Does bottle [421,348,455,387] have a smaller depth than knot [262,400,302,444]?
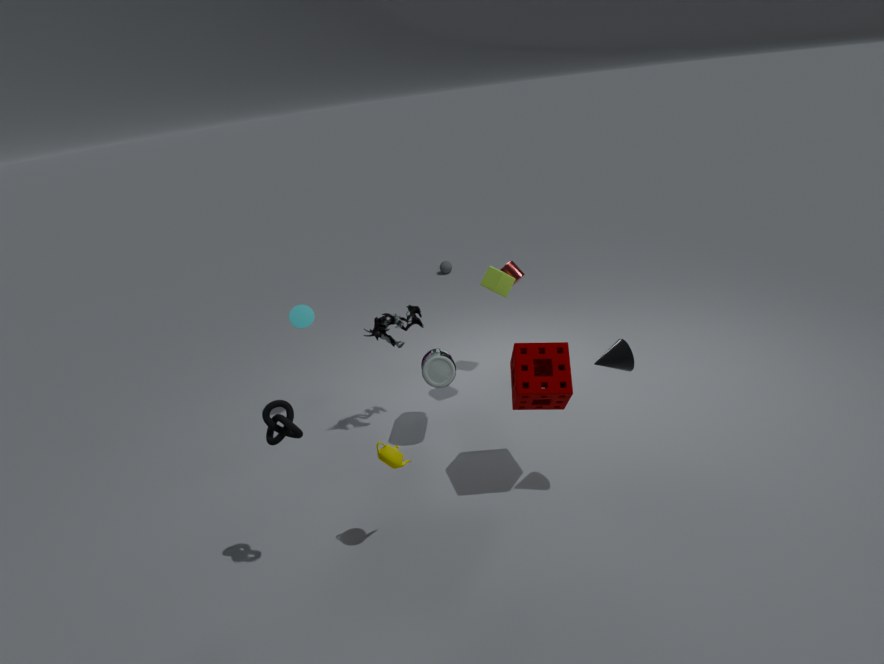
No
